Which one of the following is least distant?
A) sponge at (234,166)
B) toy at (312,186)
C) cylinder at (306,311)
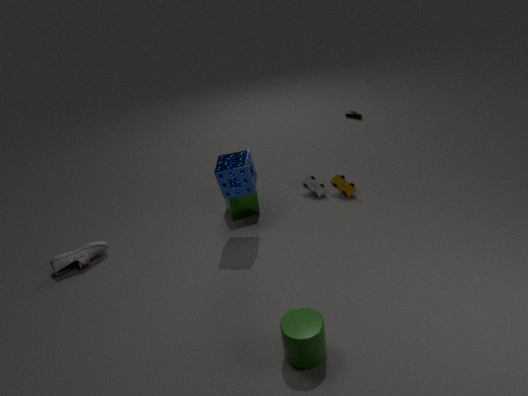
cylinder at (306,311)
